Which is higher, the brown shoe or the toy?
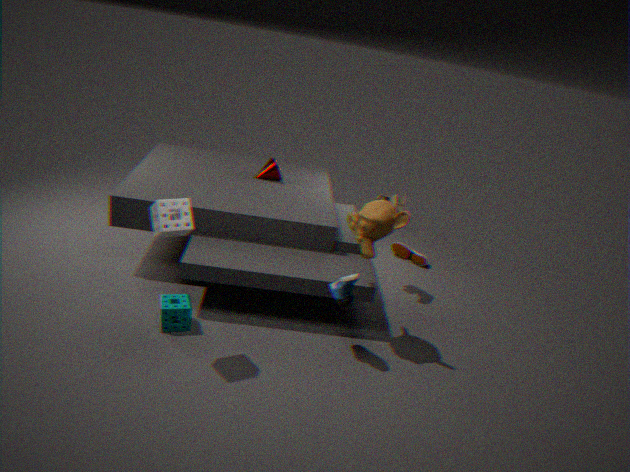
the toy
